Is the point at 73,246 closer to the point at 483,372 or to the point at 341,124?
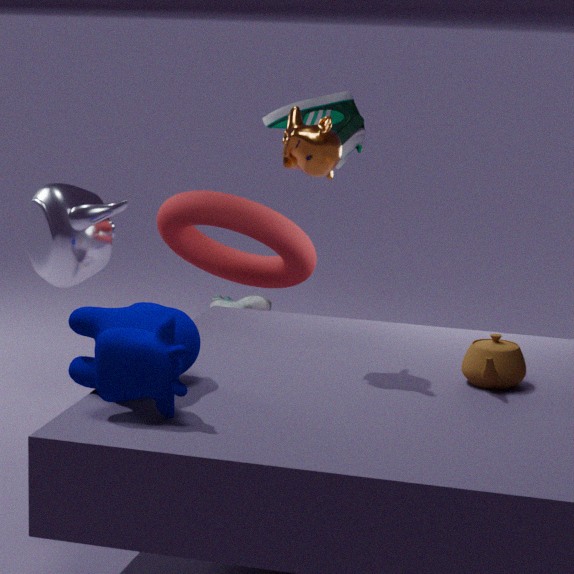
the point at 341,124
